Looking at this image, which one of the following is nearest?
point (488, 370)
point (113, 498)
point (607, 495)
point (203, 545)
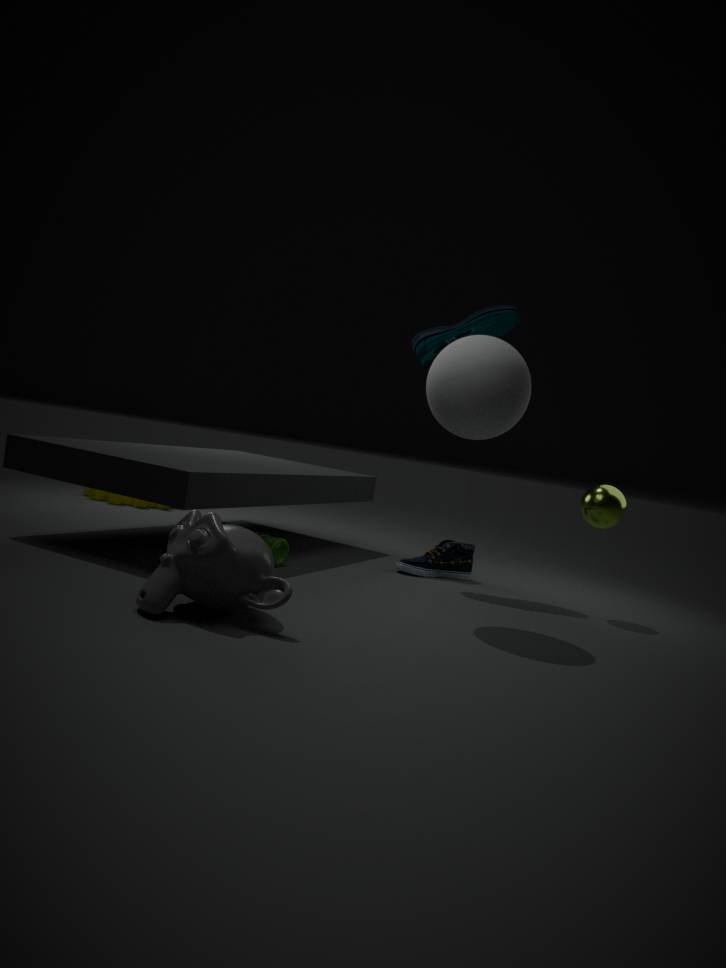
point (203, 545)
